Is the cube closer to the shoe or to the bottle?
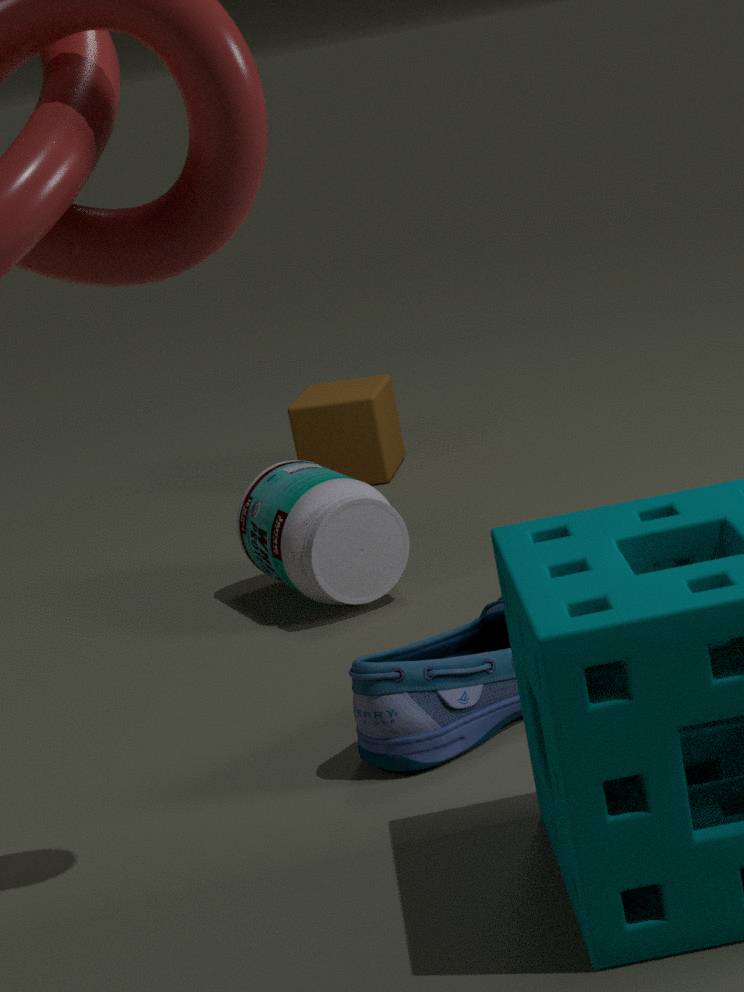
the bottle
